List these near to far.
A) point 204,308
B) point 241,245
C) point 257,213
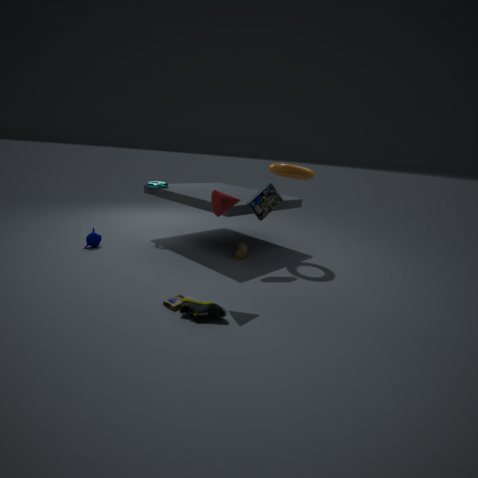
point 204,308, point 257,213, point 241,245
